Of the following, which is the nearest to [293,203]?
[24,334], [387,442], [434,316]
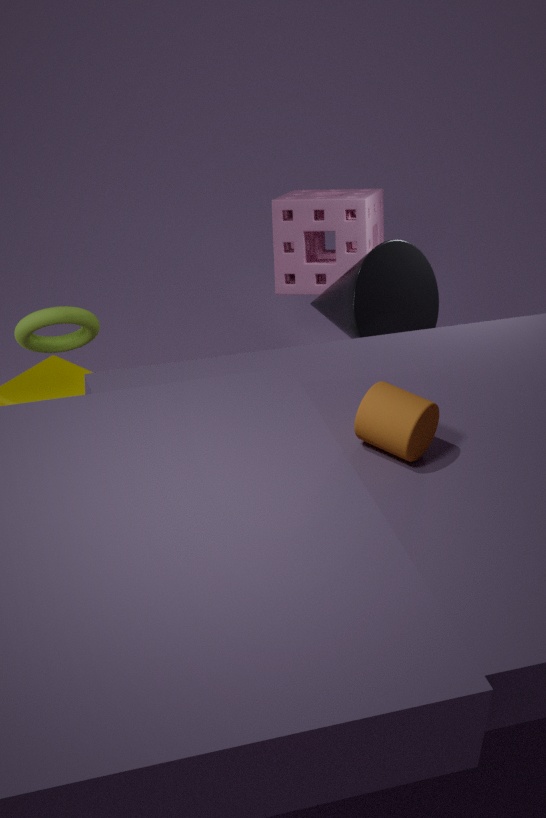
[434,316]
